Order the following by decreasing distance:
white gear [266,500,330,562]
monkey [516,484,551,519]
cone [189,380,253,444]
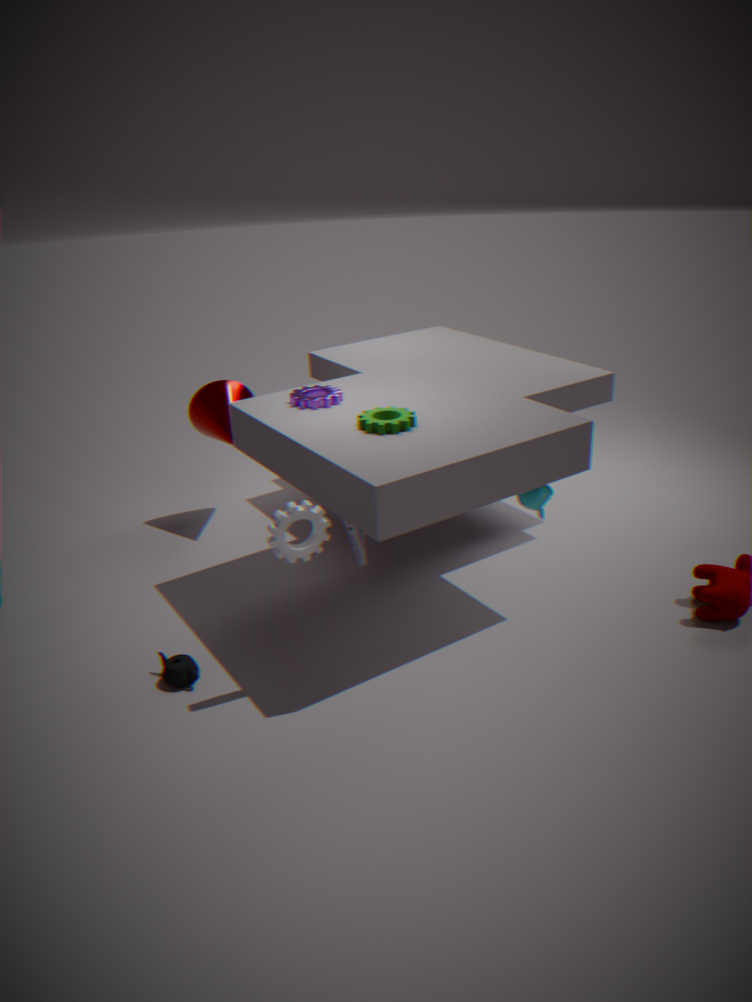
cone [189,380,253,444] → monkey [516,484,551,519] → white gear [266,500,330,562]
